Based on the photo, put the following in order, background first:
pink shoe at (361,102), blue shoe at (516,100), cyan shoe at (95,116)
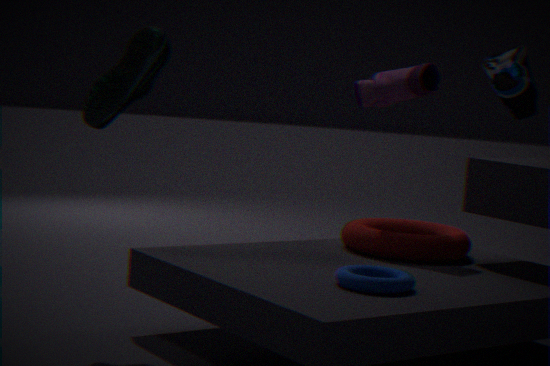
pink shoe at (361,102)
cyan shoe at (95,116)
blue shoe at (516,100)
